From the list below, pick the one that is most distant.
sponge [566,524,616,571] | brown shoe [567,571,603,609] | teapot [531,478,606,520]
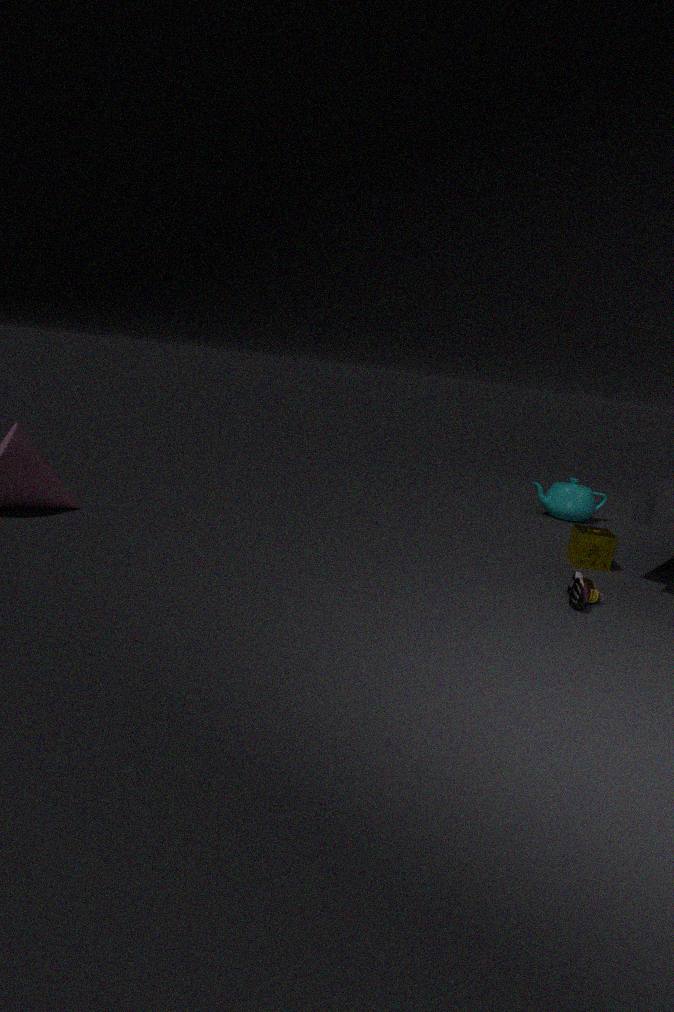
teapot [531,478,606,520]
